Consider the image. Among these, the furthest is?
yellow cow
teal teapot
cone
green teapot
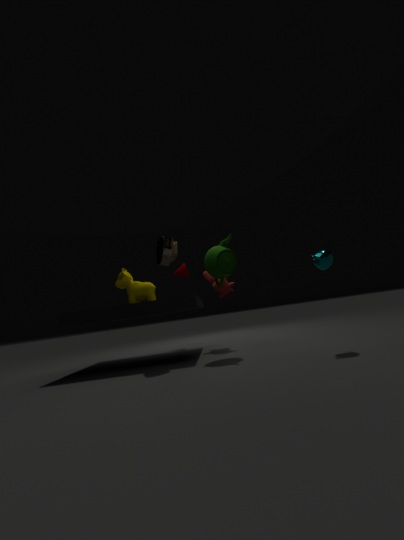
cone
